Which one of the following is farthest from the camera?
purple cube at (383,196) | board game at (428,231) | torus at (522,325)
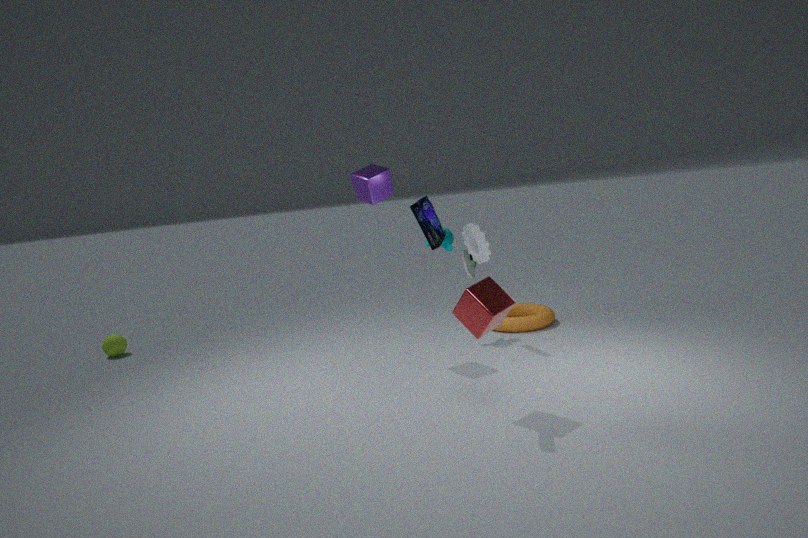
torus at (522,325)
